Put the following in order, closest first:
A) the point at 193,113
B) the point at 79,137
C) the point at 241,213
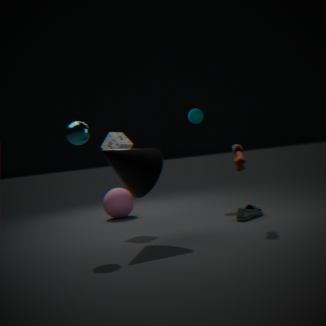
the point at 79,137
the point at 241,213
the point at 193,113
